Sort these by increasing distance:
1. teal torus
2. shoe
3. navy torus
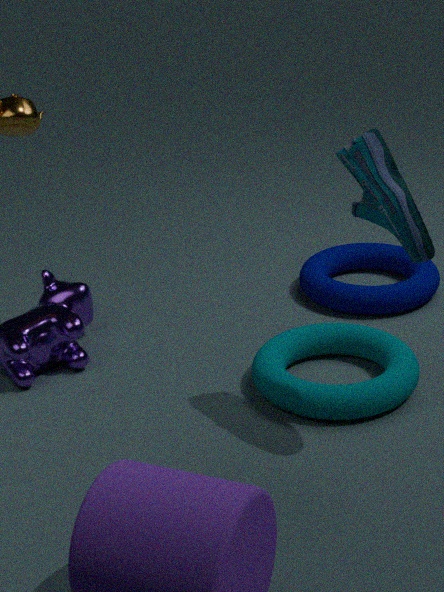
shoe, teal torus, navy torus
